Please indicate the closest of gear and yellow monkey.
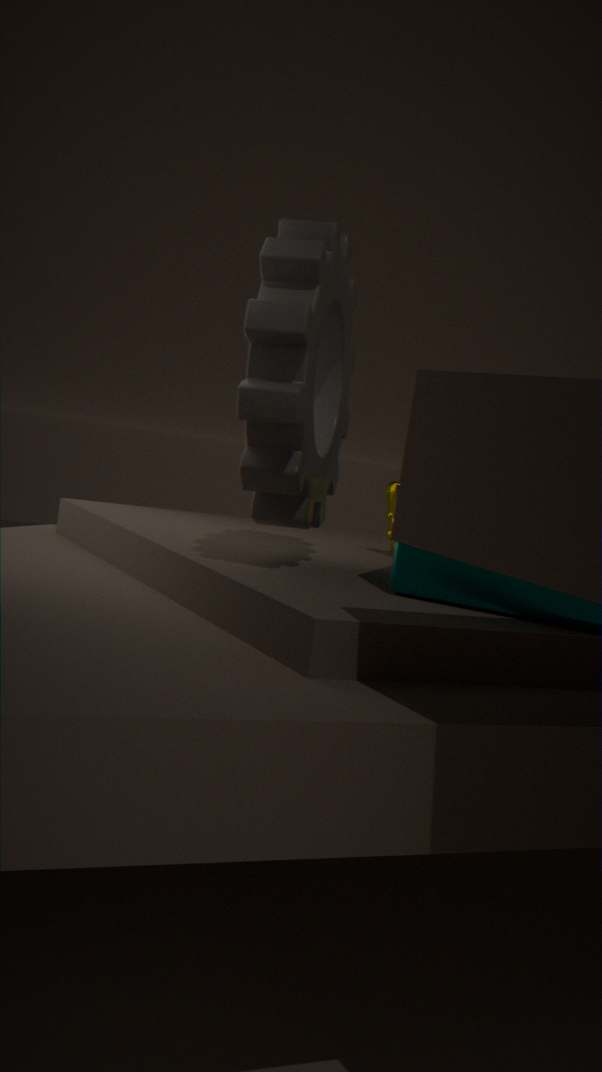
gear
